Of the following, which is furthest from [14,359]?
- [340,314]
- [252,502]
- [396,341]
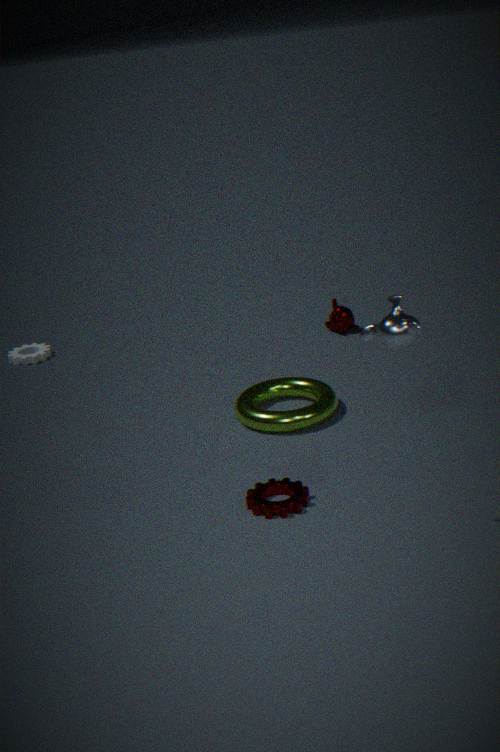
[396,341]
